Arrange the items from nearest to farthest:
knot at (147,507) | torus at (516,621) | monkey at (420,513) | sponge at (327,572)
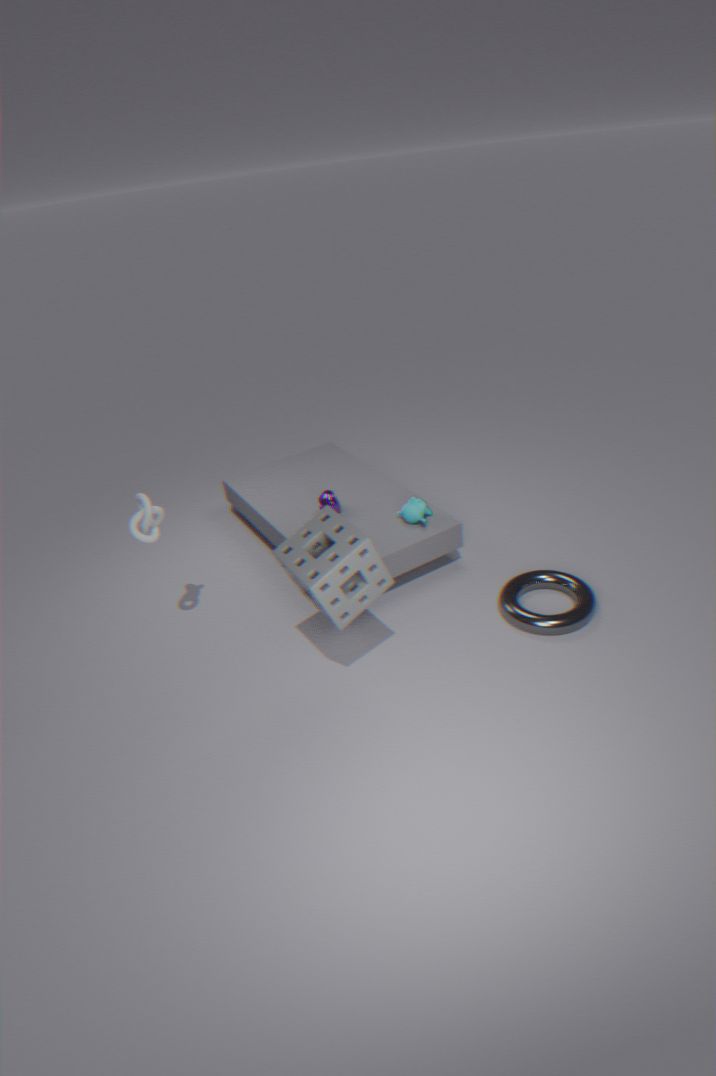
sponge at (327,572), knot at (147,507), torus at (516,621), monkey at (420,513)
